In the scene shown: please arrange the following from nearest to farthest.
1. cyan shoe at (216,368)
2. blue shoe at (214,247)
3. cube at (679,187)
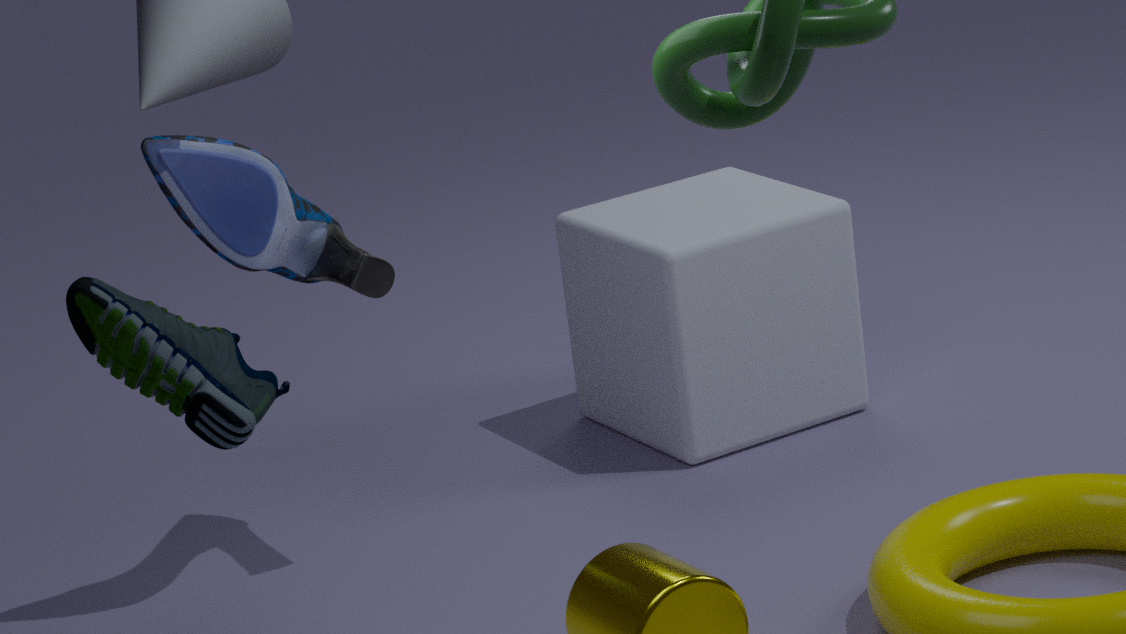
cyan shoe at (216,368)
blue shoe at (214,247)
cube at (679,187)
